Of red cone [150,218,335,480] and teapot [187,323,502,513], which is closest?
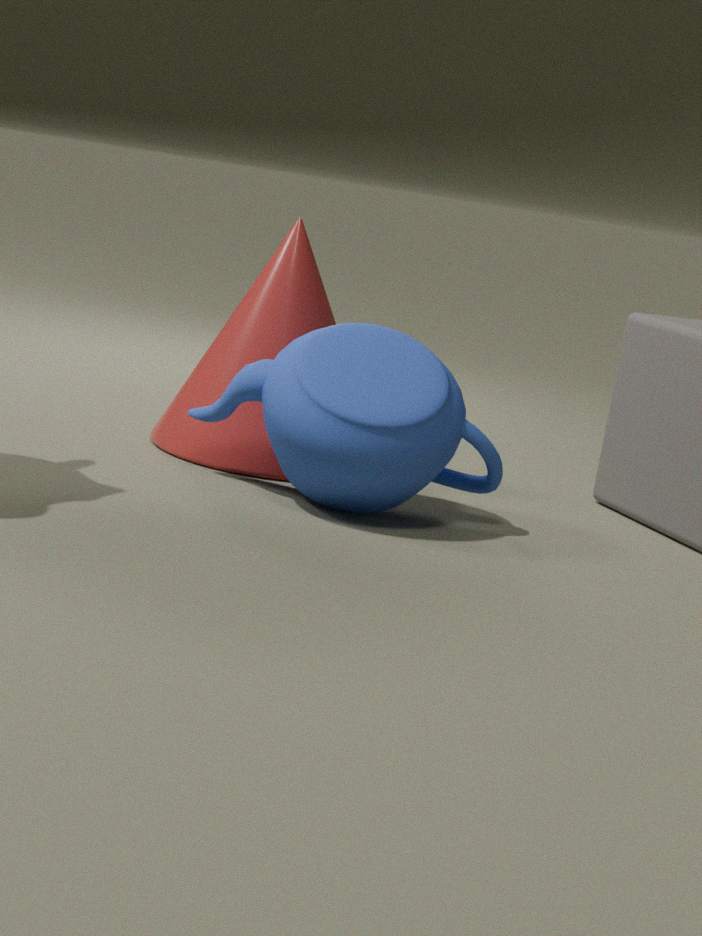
teapot [187,323,502,513]
